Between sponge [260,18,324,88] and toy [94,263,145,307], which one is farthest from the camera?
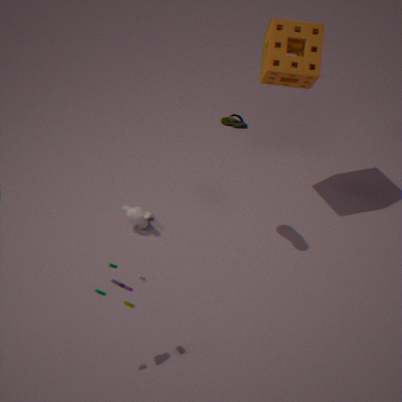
sponge [260,18,324,88]
